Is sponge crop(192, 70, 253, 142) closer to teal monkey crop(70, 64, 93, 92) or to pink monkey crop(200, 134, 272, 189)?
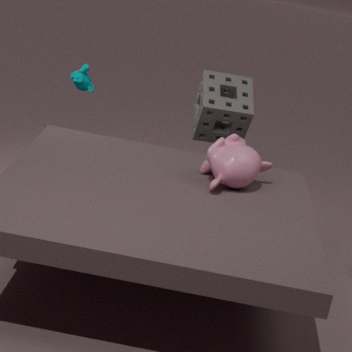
pink monkey crop(200, 134, 272, 189)
